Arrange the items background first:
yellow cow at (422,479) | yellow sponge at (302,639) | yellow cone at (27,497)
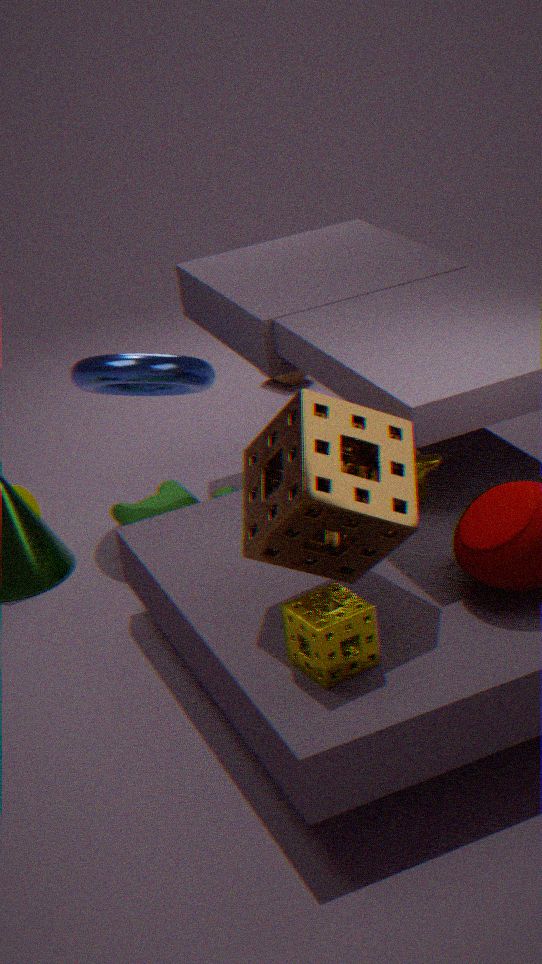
yellow cone at (27,497)
yellow cow at (422,479)
yellow sponge at (302,639)
